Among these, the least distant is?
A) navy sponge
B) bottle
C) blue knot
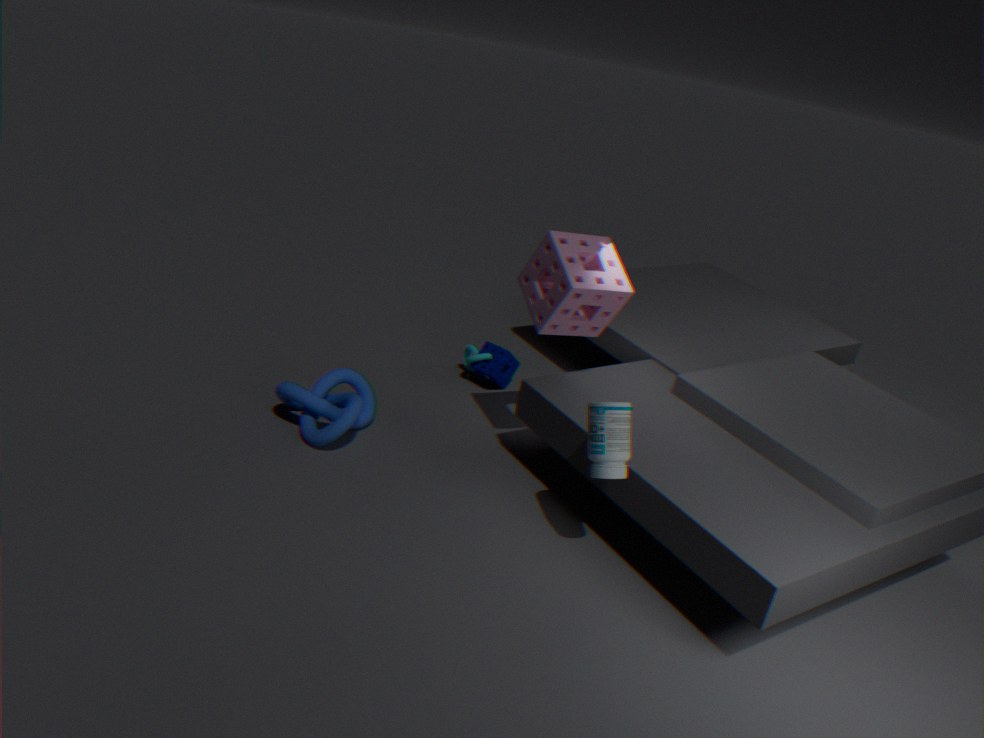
bottle
